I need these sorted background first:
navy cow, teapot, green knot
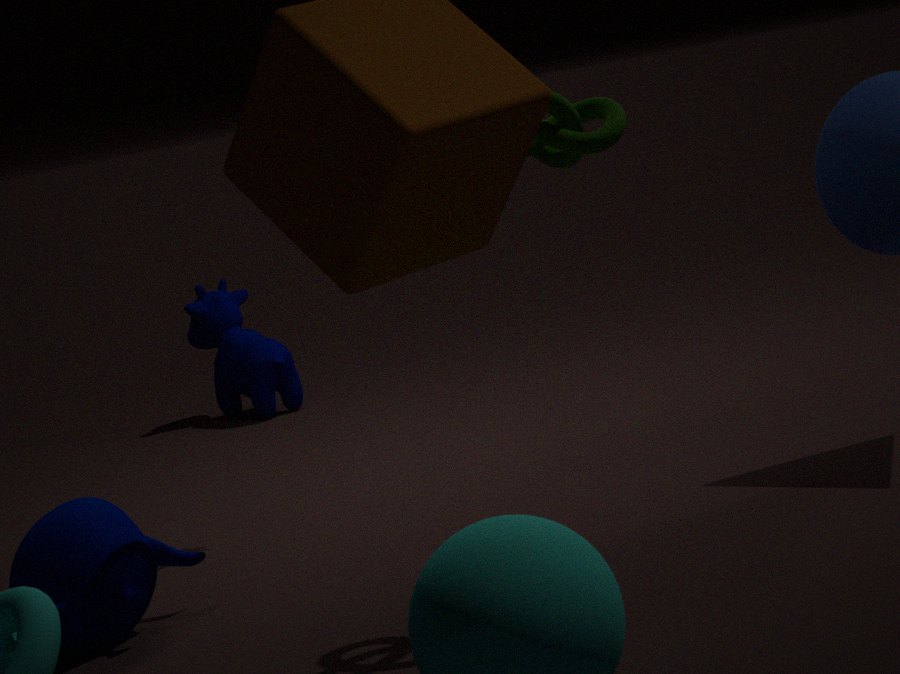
navy cow → teapot → green knot
